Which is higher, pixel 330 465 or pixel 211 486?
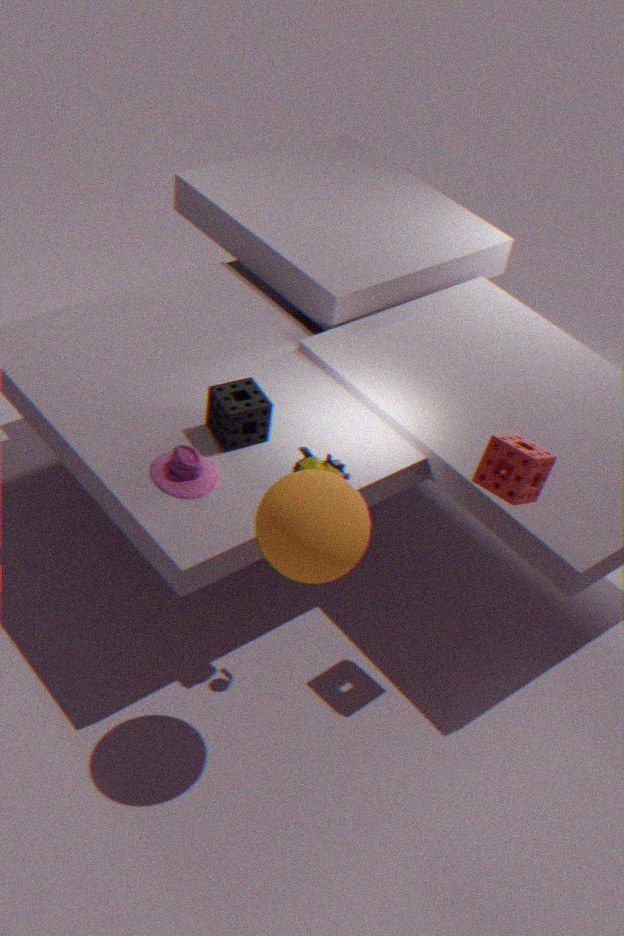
pixel 330 465
